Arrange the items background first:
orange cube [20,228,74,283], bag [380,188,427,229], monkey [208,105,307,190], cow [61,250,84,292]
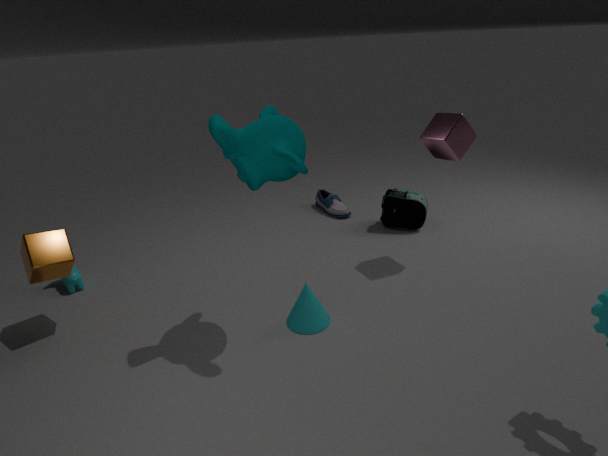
bag [380,188,427,229]
cow [61,250,84,292]
orange cube [20,228,74,283]
monkey [208,105,307,190]
